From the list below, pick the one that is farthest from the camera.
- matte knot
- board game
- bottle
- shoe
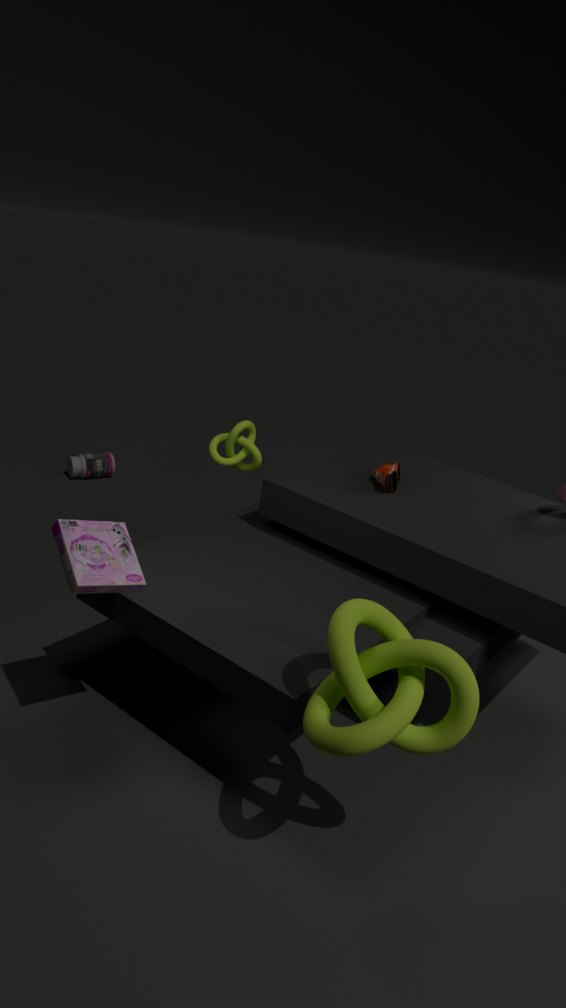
bottle
